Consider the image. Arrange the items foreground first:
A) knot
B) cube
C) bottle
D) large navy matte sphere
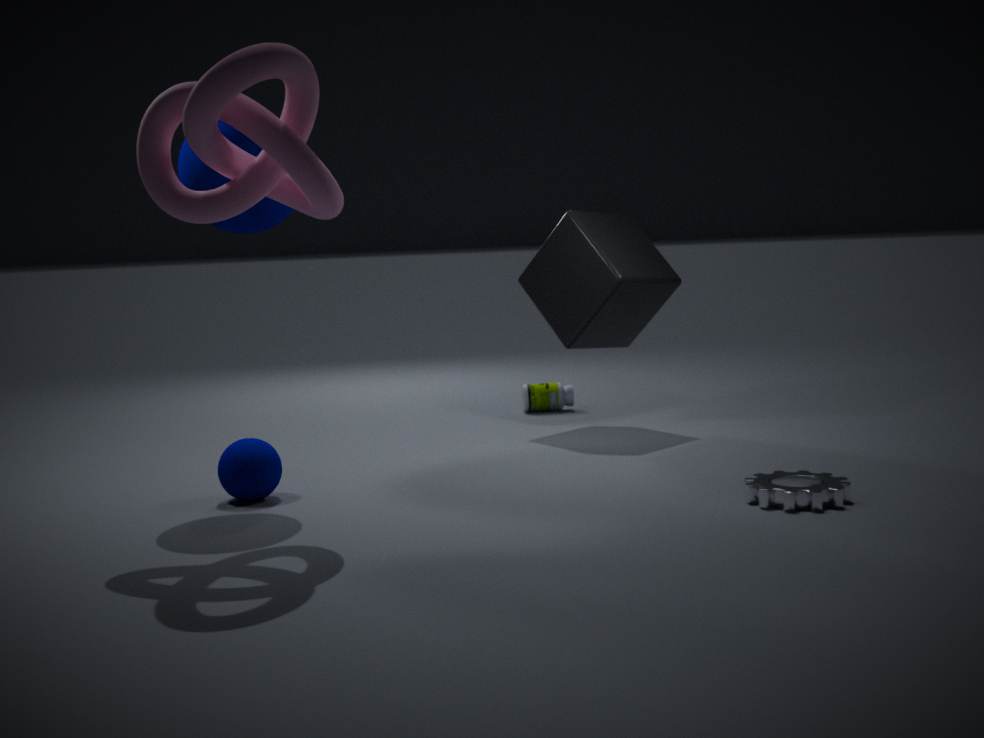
1. knot
2. large navy matte sphere
3. cube
4. bottle
